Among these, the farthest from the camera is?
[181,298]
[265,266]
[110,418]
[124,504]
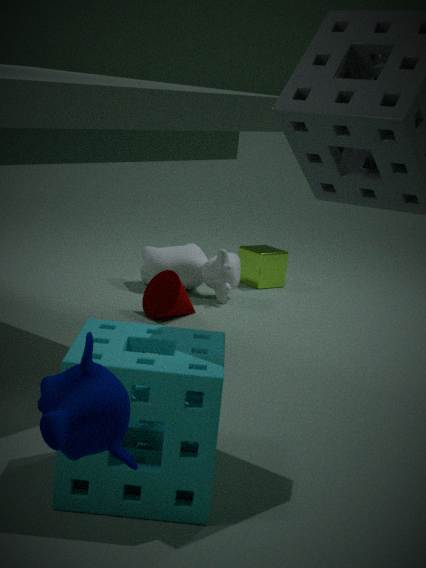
[265,266]
